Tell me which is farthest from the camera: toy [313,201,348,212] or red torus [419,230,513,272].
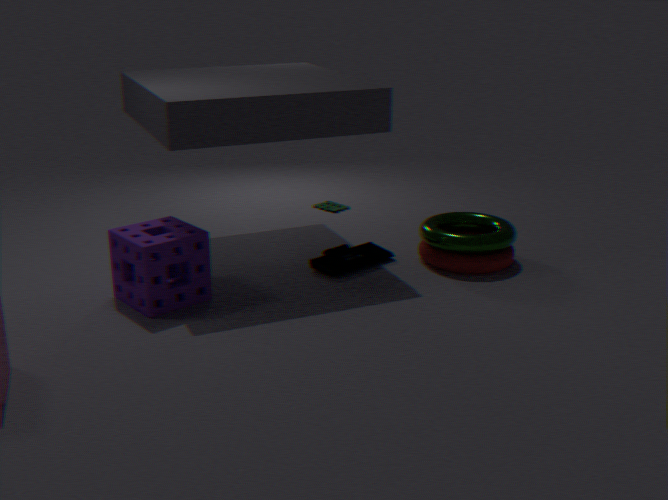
toy [313,201,348,212]
